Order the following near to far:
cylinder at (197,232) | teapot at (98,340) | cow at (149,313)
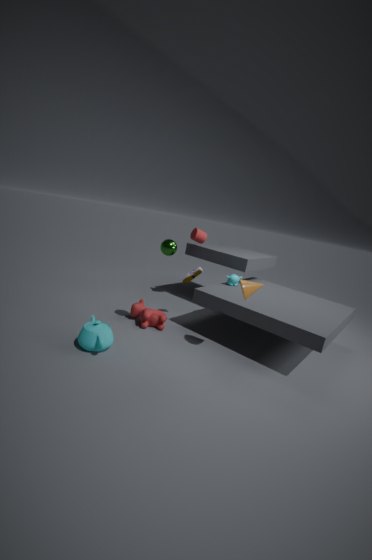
teapot at (98,340), cow at (149,313), cylinder at (197,232)
